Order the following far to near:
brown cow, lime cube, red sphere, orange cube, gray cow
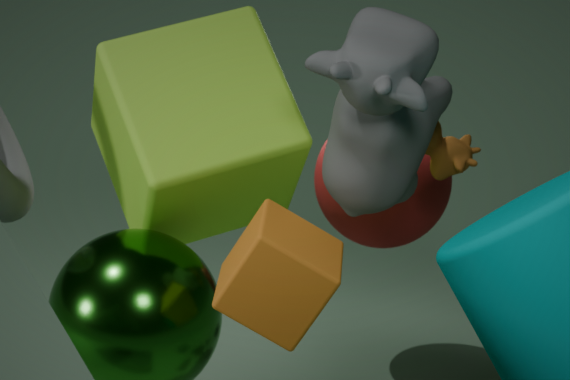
1. red sphere
2. brown cow
3. lime cube
4. orange cube
5. gray cow
